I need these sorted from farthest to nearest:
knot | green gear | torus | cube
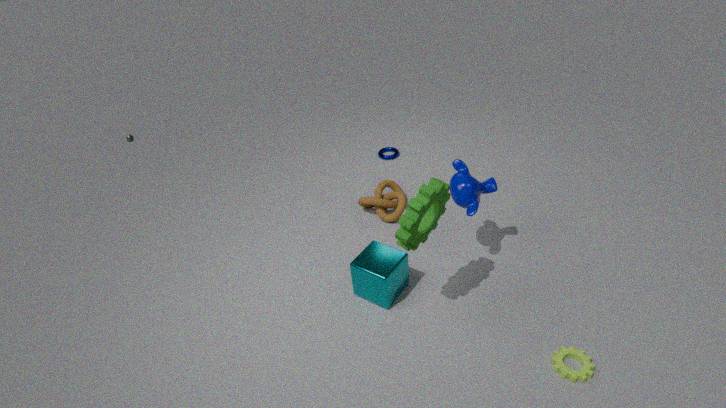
torus → knot → cube → green gear
